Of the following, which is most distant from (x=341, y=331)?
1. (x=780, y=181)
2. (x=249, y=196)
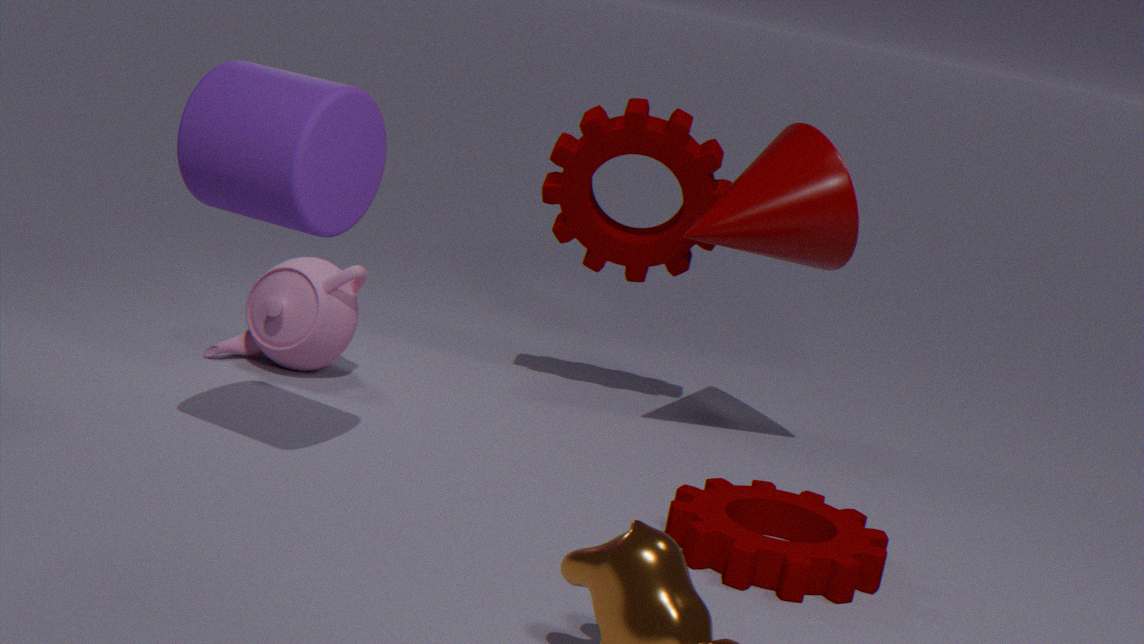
(x=780, y=181)
